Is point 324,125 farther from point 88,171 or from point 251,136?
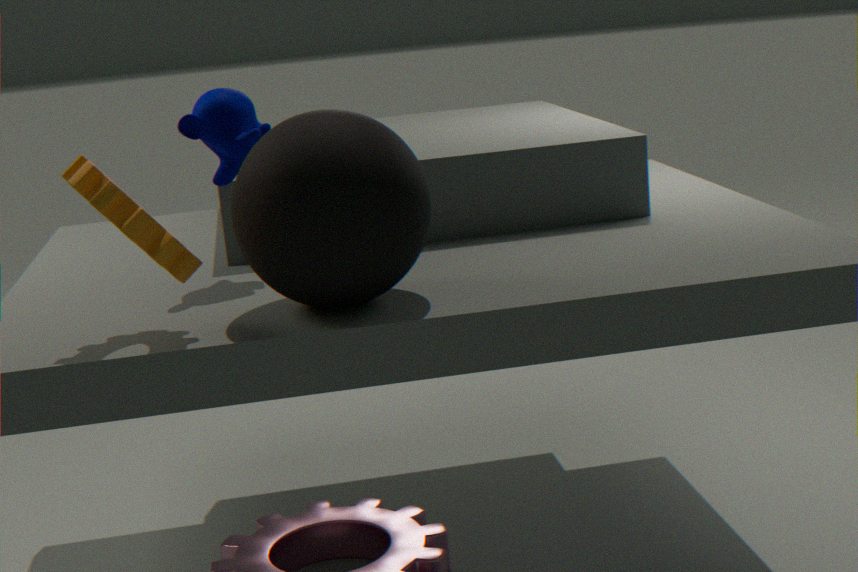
point 251,136
